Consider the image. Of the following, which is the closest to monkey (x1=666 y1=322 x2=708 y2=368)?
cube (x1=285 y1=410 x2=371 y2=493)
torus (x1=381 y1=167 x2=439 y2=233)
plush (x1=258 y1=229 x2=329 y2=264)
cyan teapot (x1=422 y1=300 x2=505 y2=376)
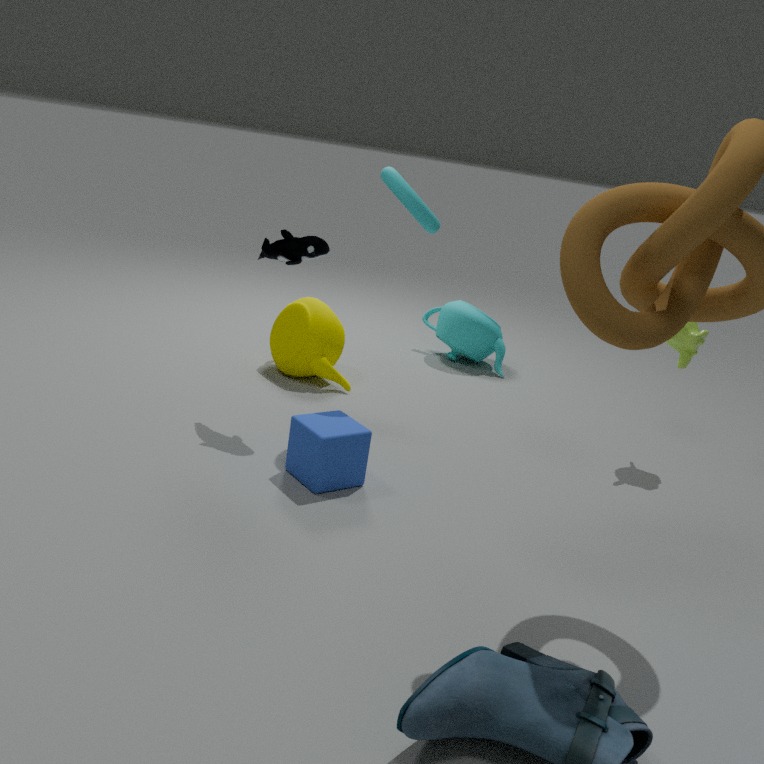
torus (x1=381 y1=167 x2=439 y2=233)
